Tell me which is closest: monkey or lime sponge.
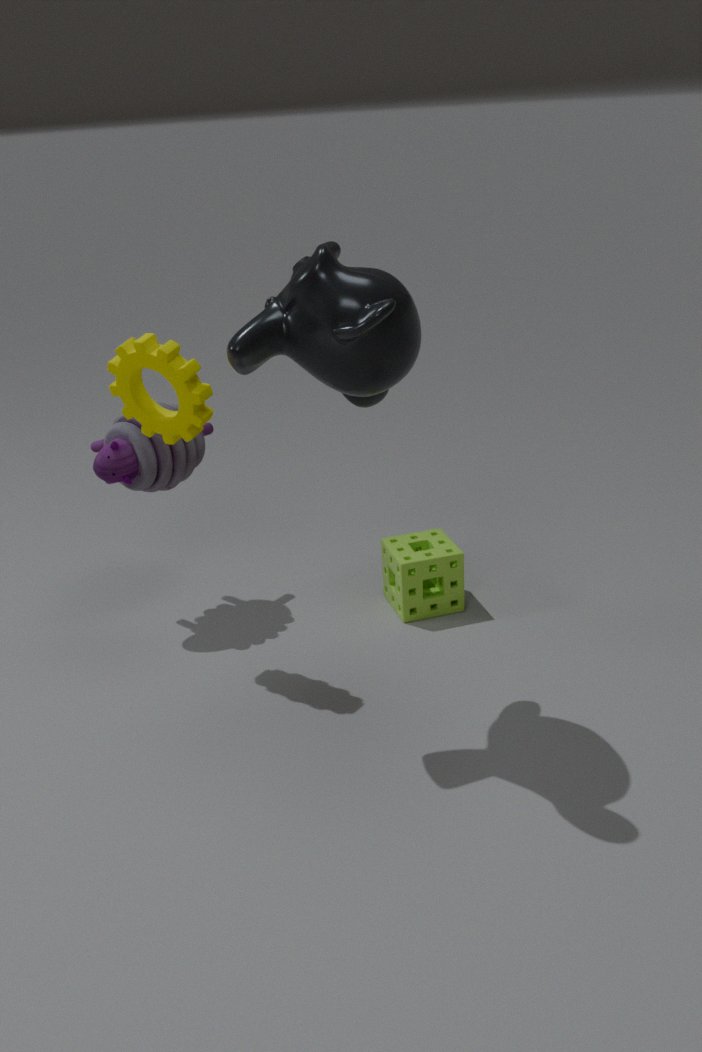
monkey
